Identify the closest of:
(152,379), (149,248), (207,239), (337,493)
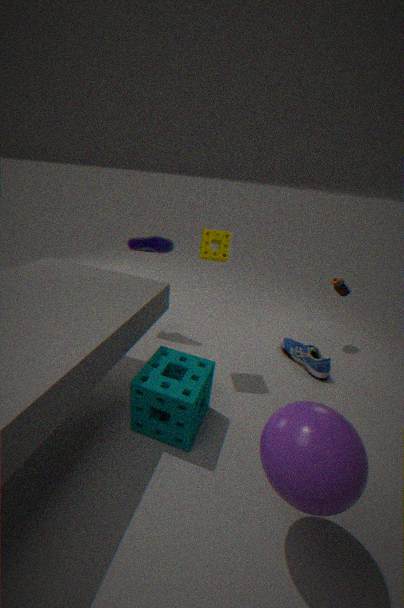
(337,493)
